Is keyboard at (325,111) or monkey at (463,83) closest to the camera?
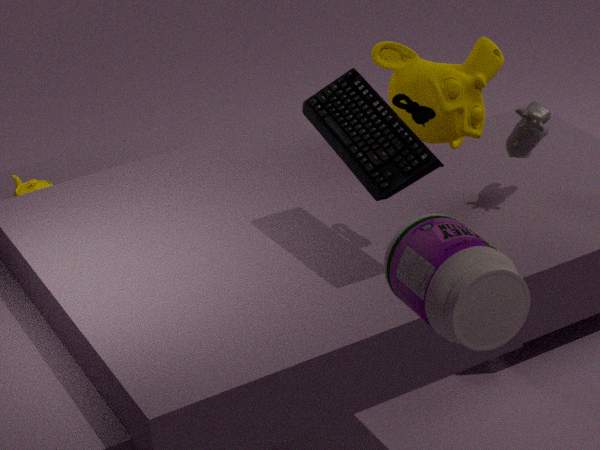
keyboard at (325,111)
